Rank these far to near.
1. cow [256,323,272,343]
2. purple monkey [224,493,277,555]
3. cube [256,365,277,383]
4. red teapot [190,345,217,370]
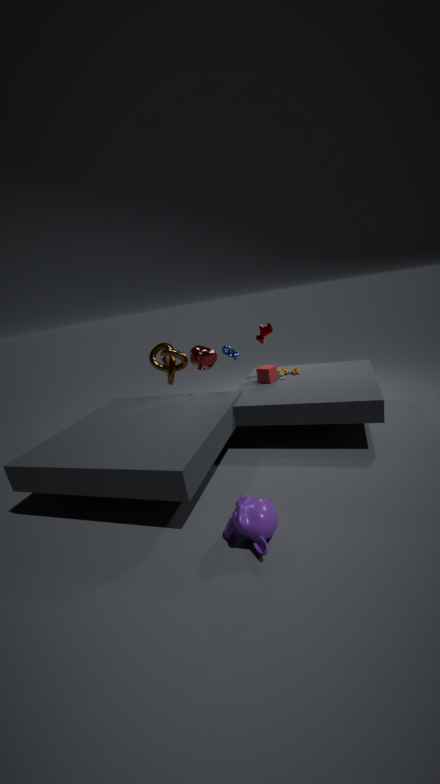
cow [256,323,272,343] < cube [256,365,277,383] < red teapot [190,345,217,370] < purple monkey [224,493,277,555]
